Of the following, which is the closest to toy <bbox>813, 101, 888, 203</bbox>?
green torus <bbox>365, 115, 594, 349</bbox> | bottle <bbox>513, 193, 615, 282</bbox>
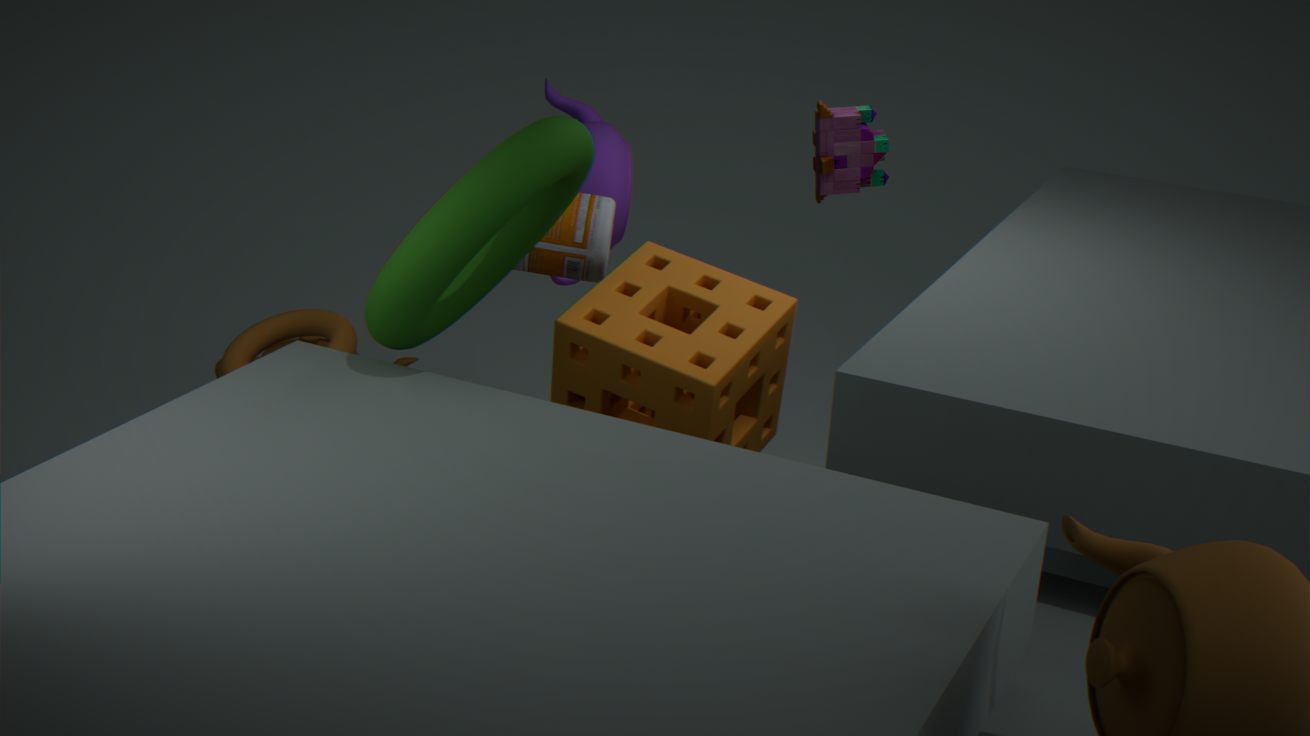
bottle <bbox>513, 193, 615, 282</bbox>
